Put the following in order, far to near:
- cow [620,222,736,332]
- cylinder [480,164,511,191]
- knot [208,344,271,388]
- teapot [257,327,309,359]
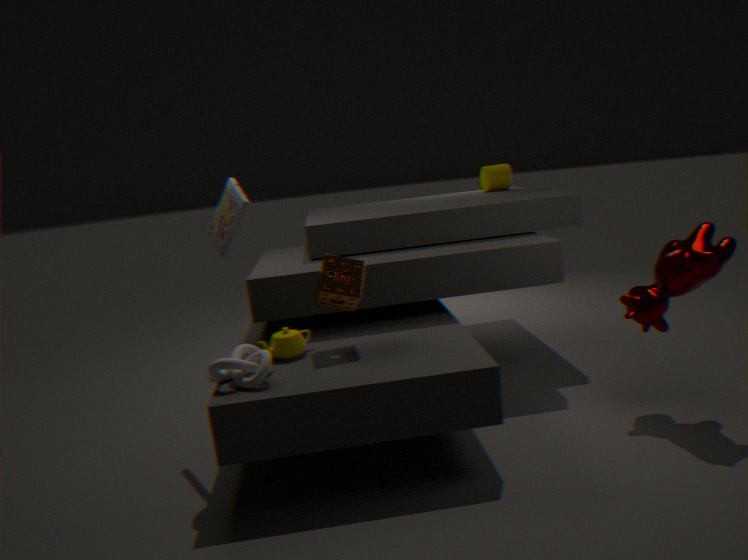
cylinder [480,164,511,191] → teapot [257,327,309,359] → cow [620,222,736,332] → knot [208,344,271,388]
